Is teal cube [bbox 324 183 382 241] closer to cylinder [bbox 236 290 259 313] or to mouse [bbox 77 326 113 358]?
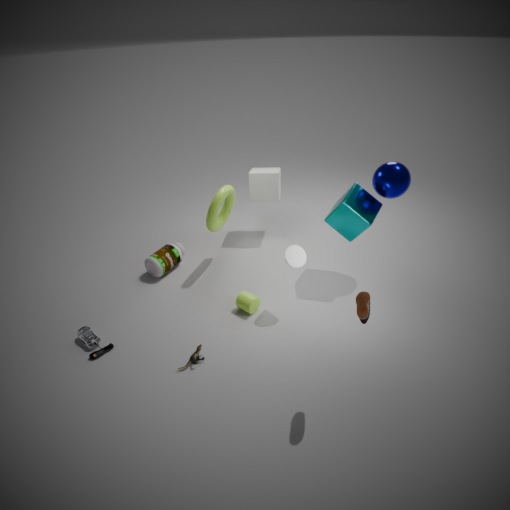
cylinder [bbox 236 290 259 313]
